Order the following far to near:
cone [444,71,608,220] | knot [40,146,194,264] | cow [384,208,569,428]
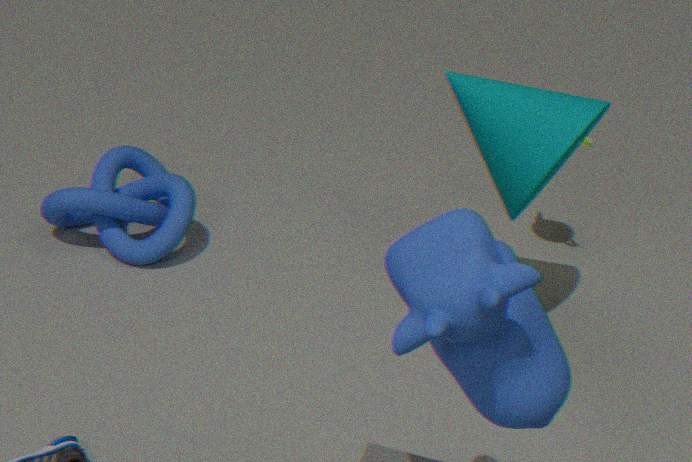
knot [40,146,194,264] → cone [444,71,608,220] → cow [384,208,569,428]
